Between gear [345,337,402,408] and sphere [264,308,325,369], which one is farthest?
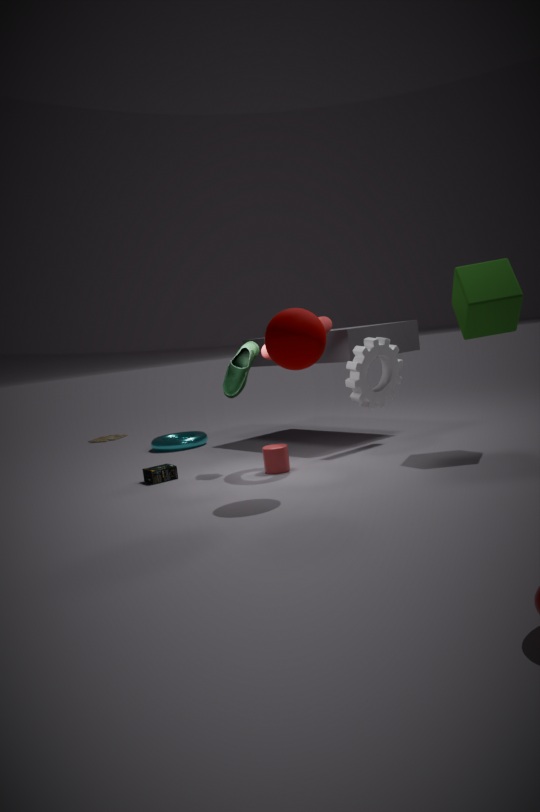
gear [345,337,402,408]
